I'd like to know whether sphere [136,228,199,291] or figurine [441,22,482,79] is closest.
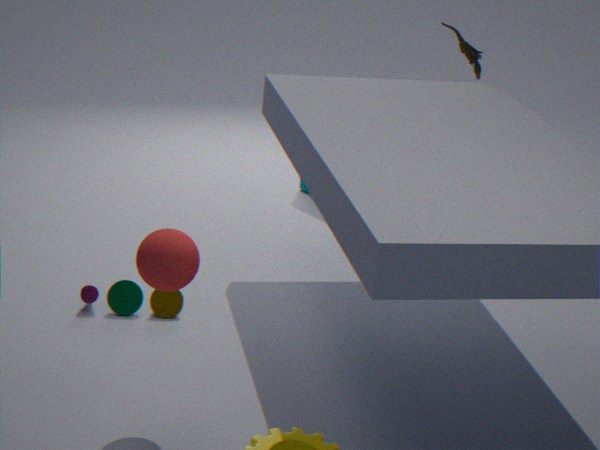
sphere [136,228,199,291]
